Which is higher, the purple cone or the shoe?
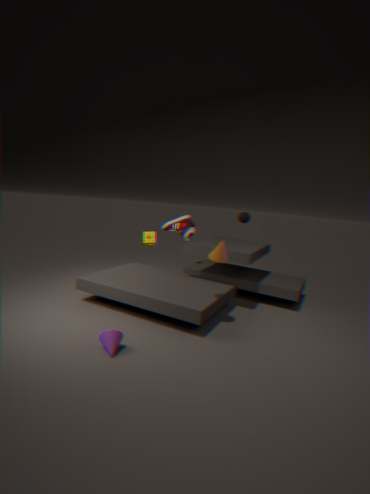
the shoe
